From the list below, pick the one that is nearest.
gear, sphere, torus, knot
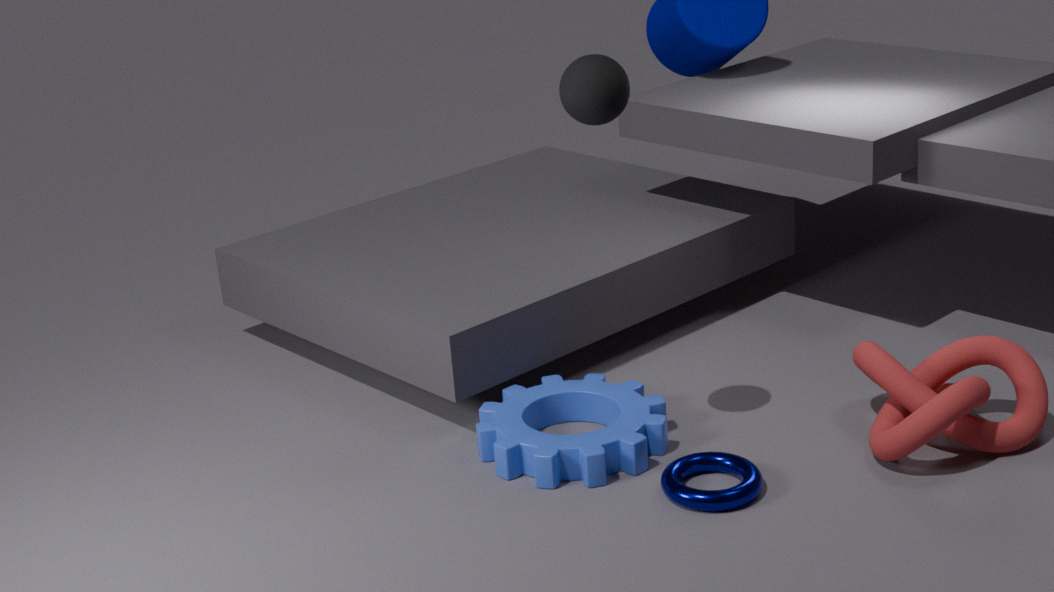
sphere
